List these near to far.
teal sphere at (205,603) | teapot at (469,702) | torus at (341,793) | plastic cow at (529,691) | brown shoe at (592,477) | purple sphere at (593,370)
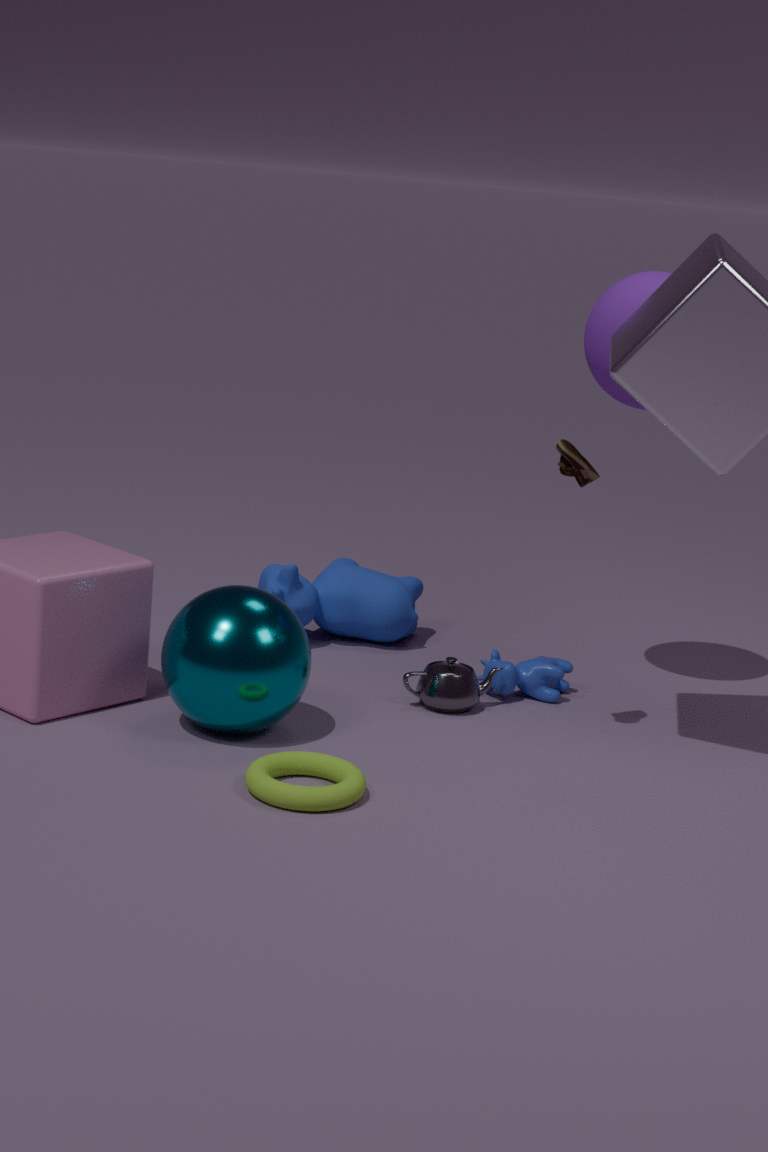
torus at (341,793) → teal sphere at (205,603) → brown shoe at (592,477) → purple sphere at (593,370) → teapot at (469,702) → plastic cow at (529,691)
